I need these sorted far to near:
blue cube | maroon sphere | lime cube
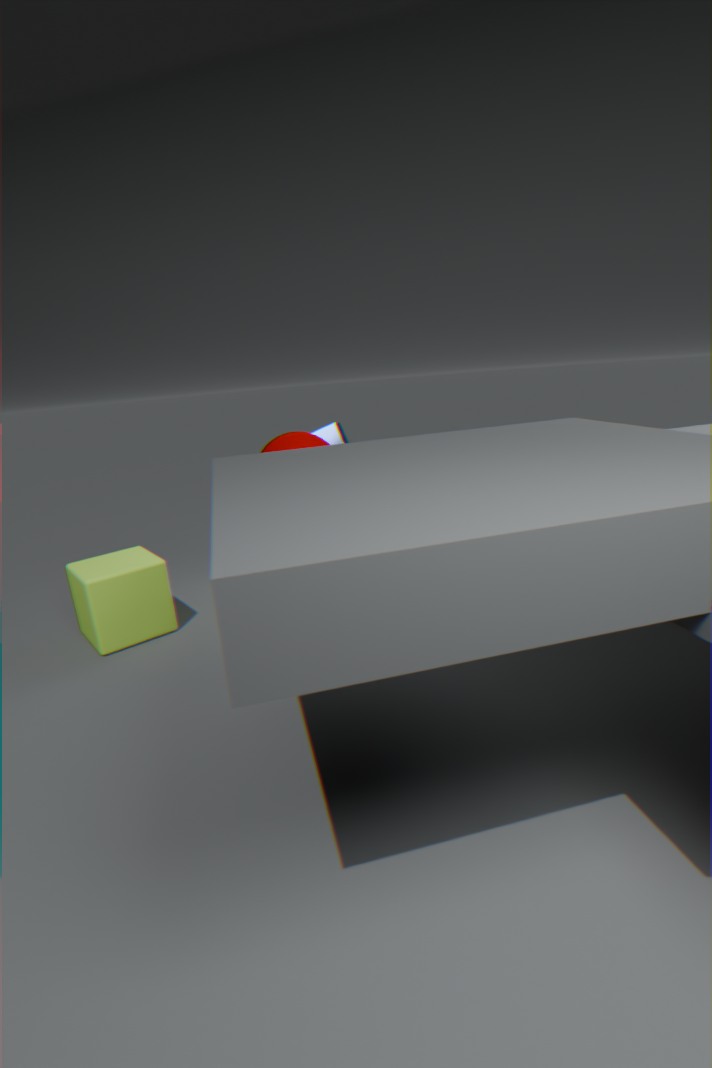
blue cube, lime cube, maroon sphere
